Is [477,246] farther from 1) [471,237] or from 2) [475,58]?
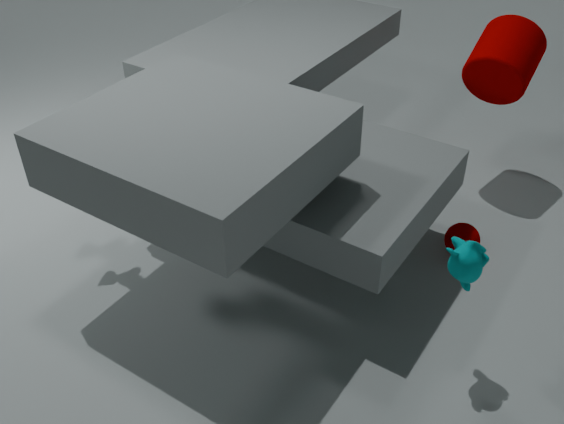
2) [475,58]
